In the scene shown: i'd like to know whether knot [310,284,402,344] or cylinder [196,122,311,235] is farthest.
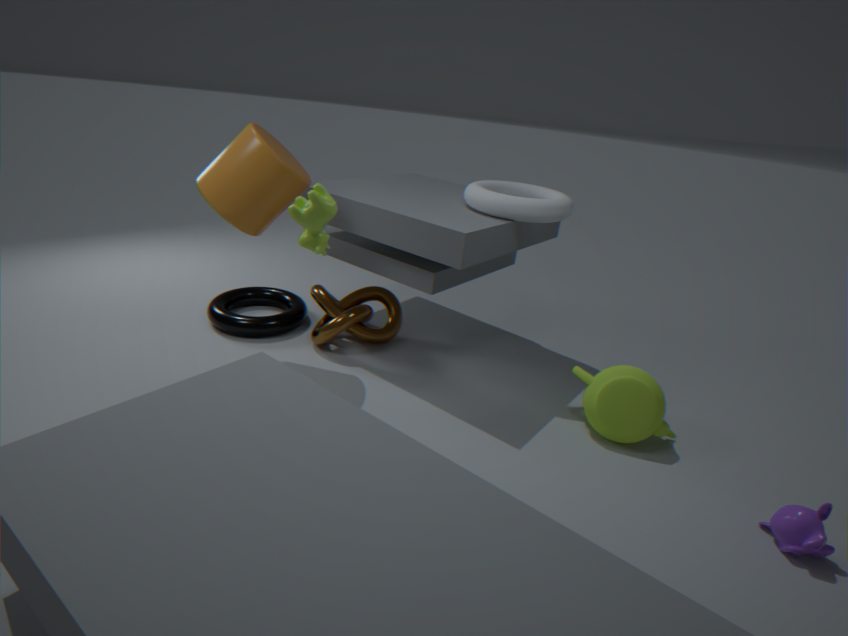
knot [310,284,402,344]
